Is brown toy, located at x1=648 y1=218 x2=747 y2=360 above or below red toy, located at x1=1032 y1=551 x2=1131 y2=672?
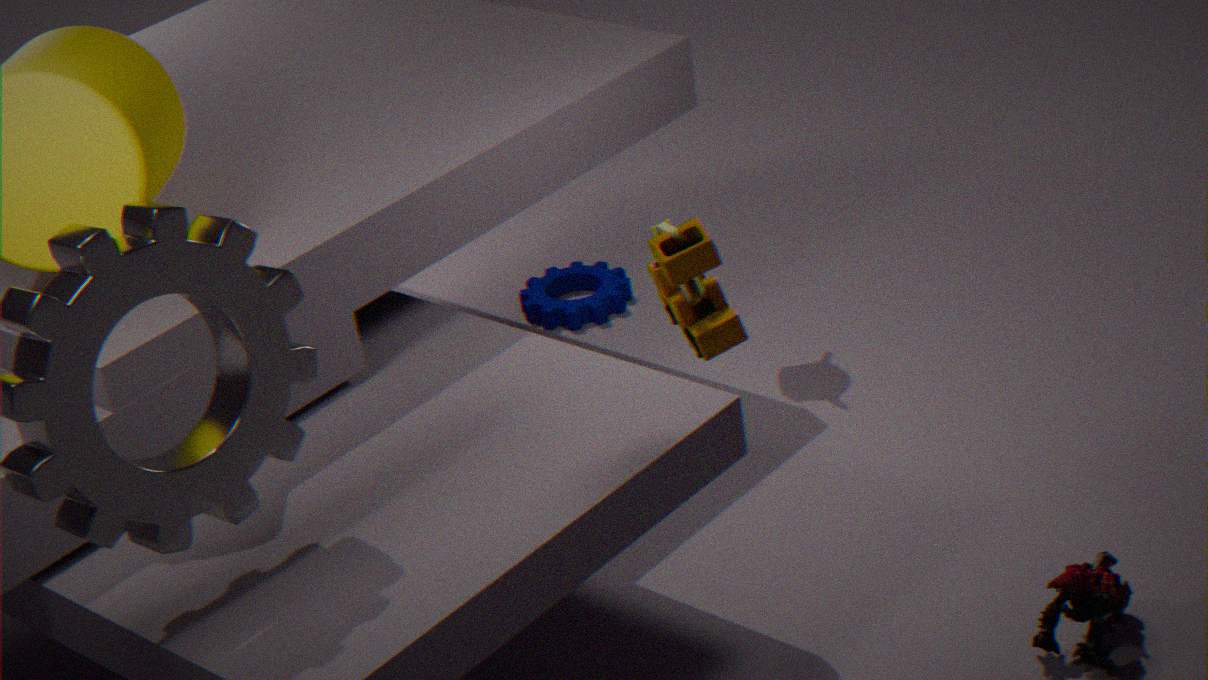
above
